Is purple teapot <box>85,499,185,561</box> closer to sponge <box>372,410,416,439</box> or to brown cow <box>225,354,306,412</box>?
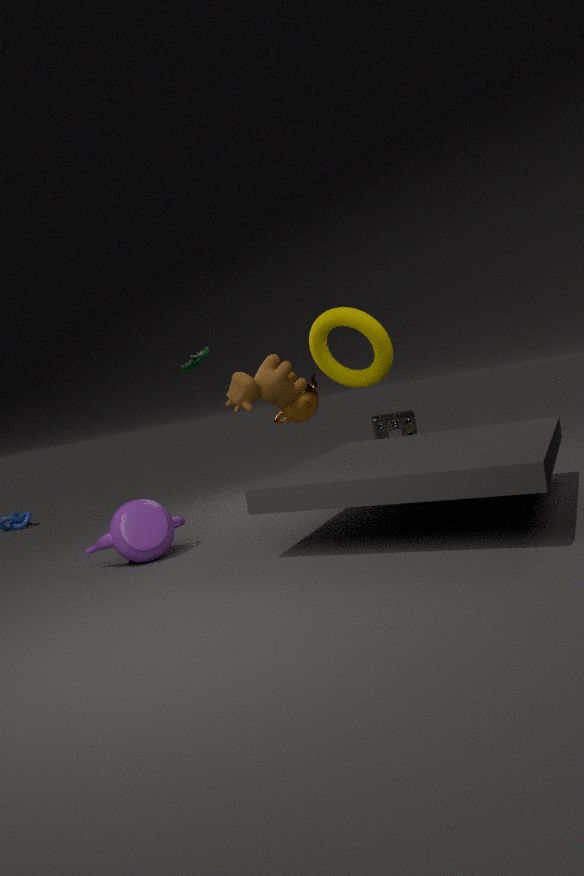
brown cow <box>225,354,306,412</box>
